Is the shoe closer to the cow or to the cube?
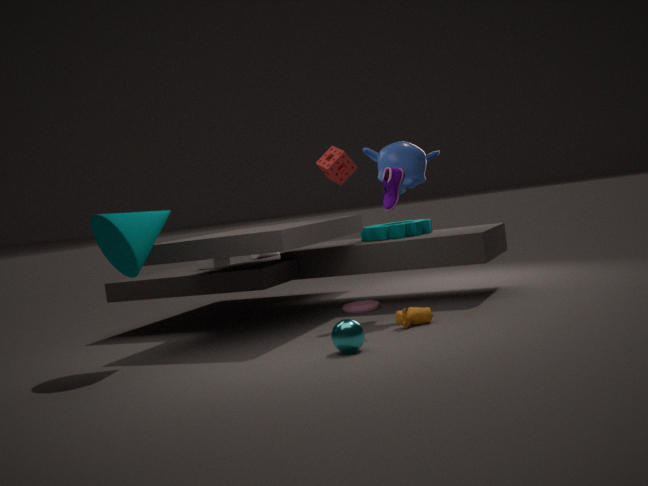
the cow
